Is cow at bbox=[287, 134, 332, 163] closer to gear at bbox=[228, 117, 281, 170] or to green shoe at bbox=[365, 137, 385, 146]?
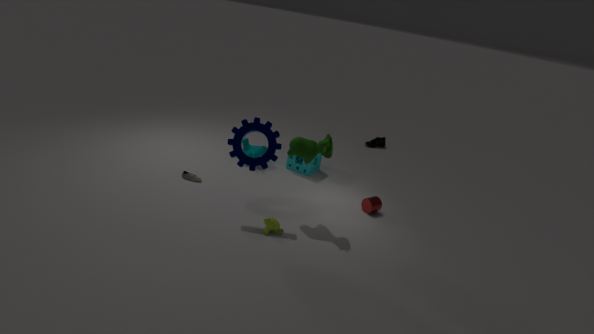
gear at bbox=[228, 117, 281, 170]
